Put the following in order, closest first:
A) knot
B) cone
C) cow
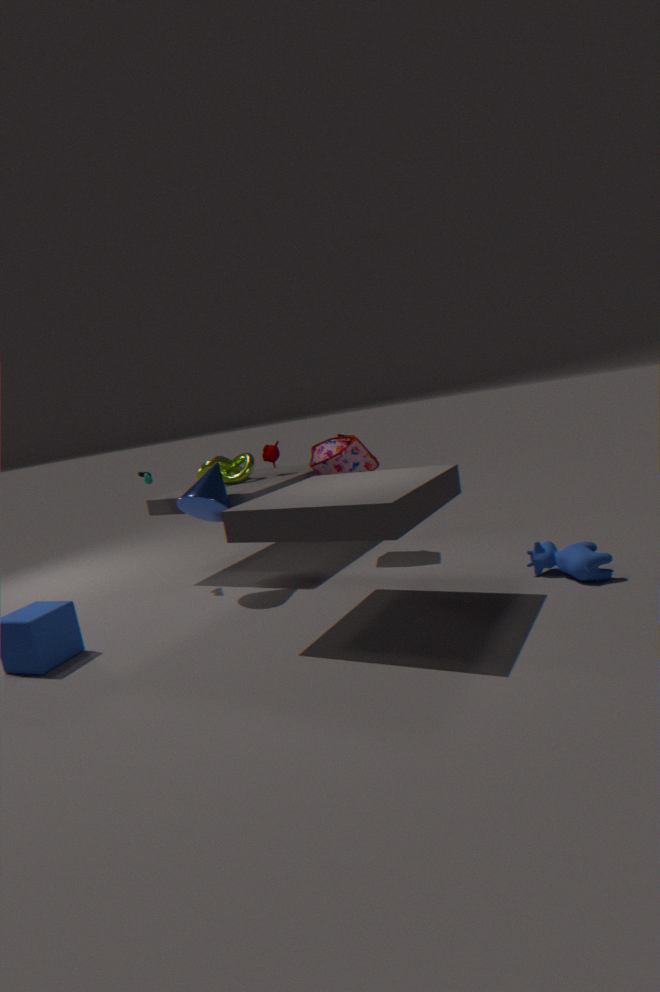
cow
cone
knot
